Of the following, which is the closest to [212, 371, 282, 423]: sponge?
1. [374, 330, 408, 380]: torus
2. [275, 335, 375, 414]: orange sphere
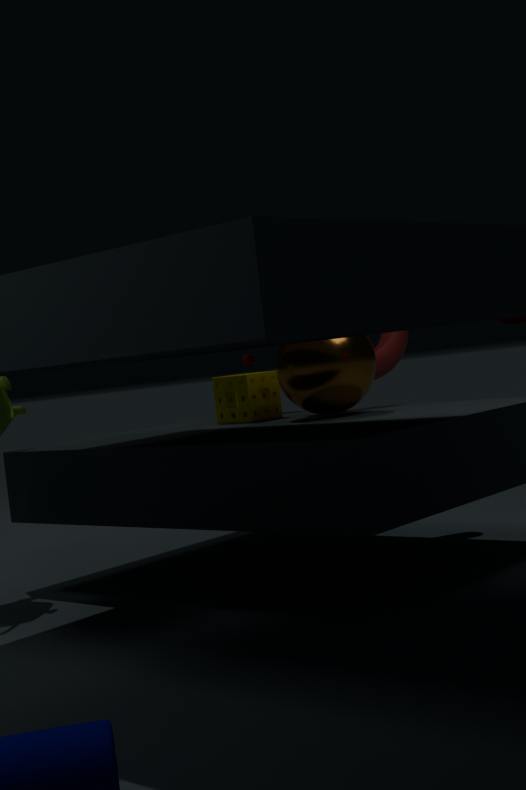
[374, 330, 408, 380]: torus
